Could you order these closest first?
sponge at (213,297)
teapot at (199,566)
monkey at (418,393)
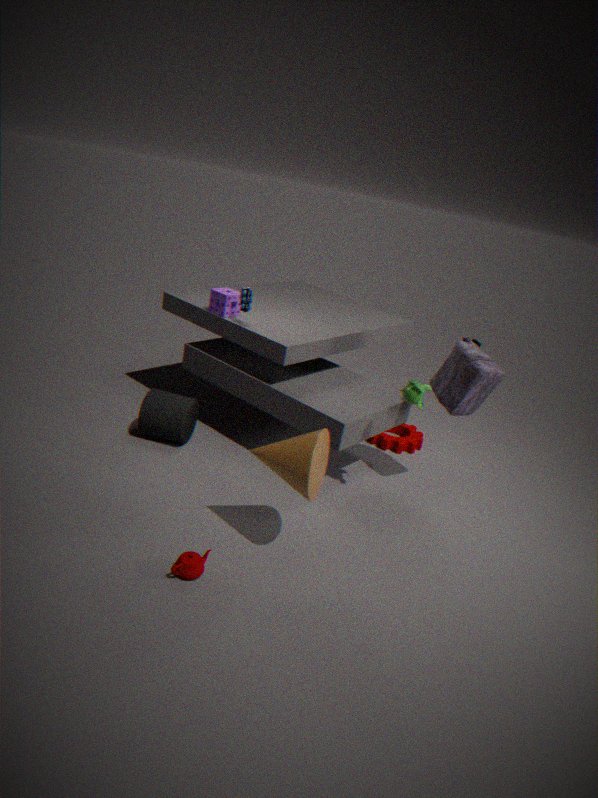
teapot at (199,566)
monkey at (418,393)
sponge at (213,297)
